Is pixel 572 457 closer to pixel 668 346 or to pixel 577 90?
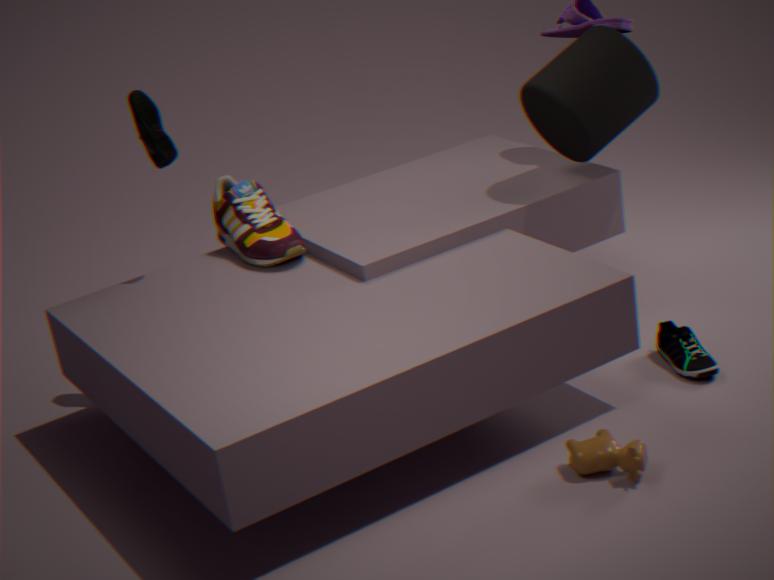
pixel 668 346
